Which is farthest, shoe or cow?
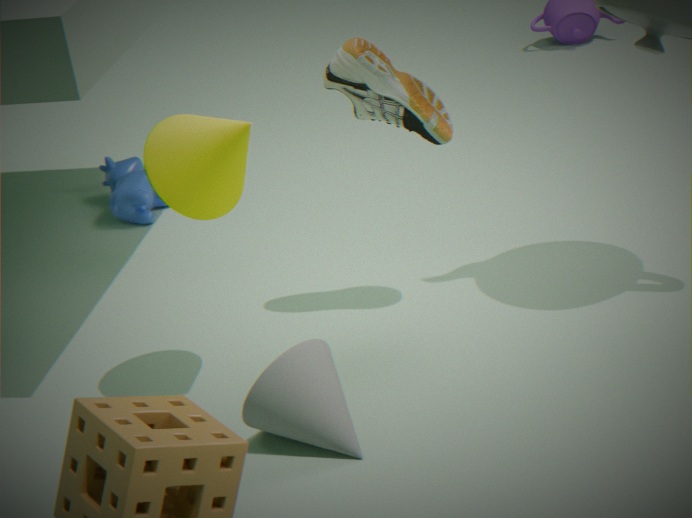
cow
